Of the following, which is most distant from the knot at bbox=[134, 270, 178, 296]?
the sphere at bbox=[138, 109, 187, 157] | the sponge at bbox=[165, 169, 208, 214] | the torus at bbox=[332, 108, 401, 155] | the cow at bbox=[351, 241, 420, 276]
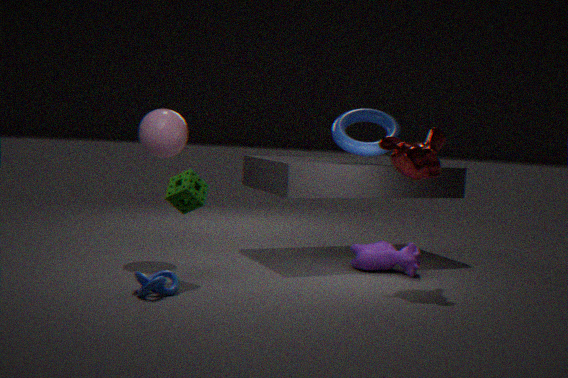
the torus at bbox=[332, 108, 401, 155]
